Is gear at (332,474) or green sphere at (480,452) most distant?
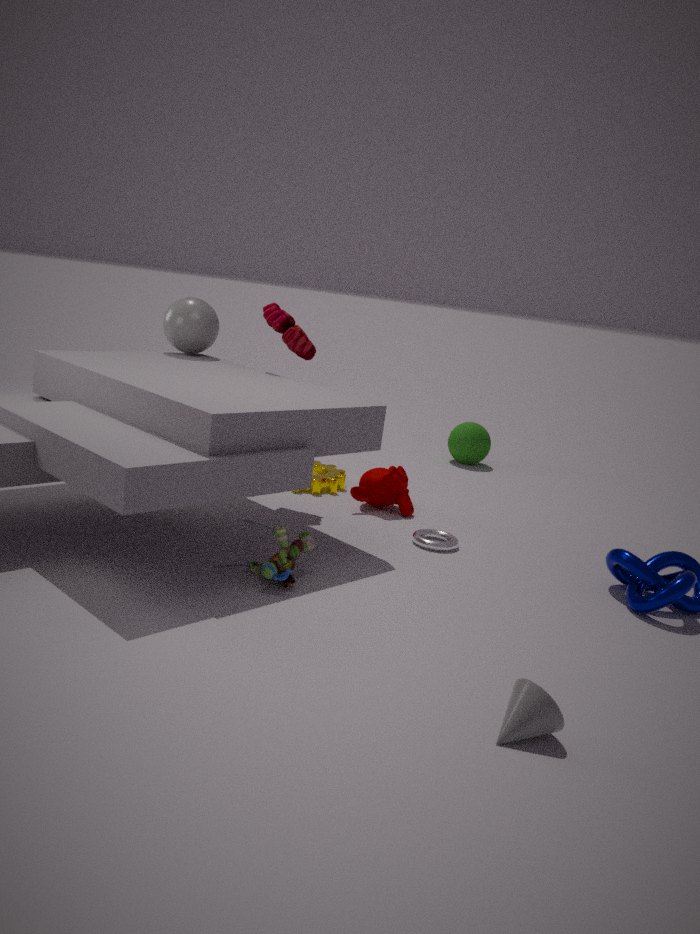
green sphere at (480,452)
